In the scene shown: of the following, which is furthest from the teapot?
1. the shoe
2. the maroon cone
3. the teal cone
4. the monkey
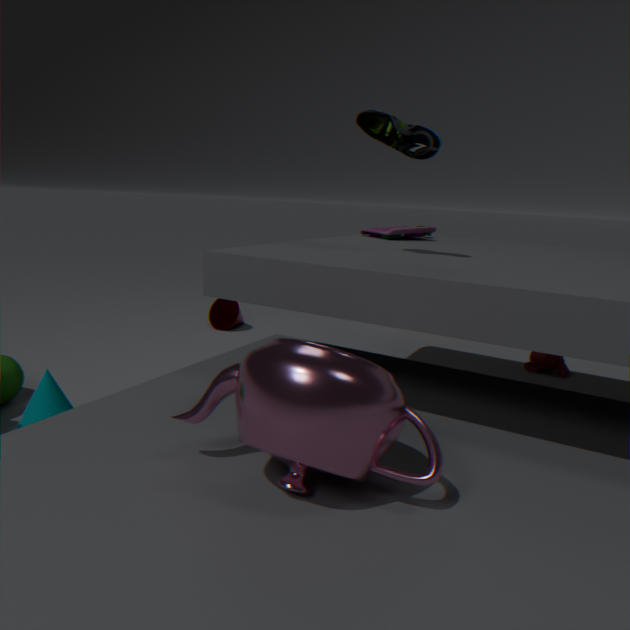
the maroon cone
